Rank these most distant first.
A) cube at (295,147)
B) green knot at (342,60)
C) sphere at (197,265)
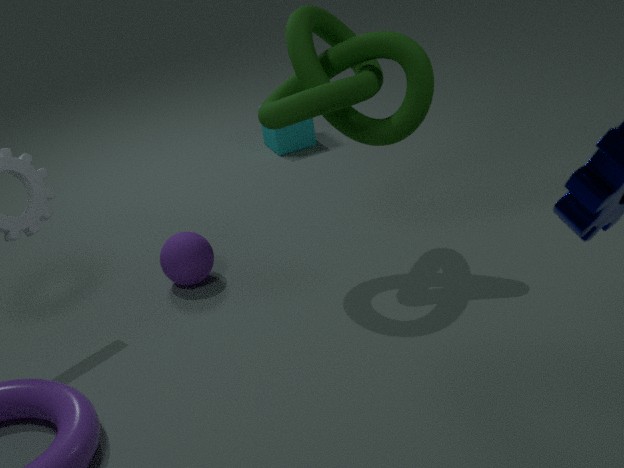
cube at (295,147)
sphere at (197,265)
green knot at (342,60)
